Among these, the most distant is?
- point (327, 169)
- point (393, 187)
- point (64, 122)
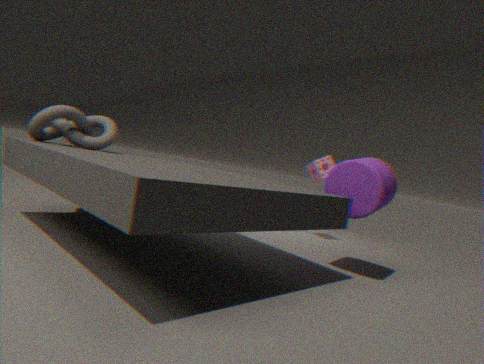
point (327, 169)
